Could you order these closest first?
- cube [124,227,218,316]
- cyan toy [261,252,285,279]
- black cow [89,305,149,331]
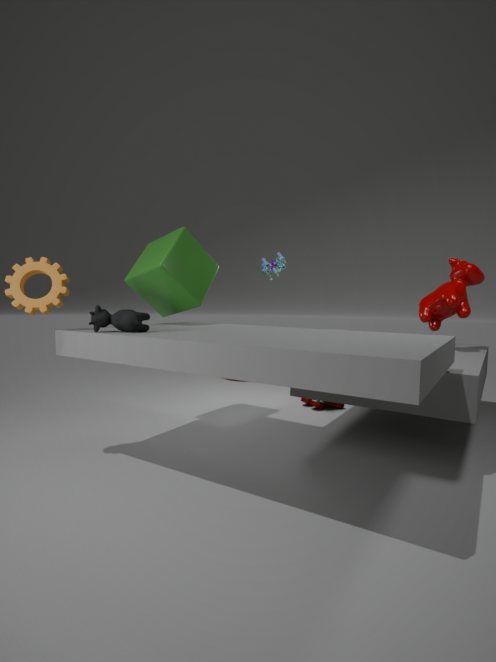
black cow [89,305,149,331] < cube [124,227,218,316] < cyan toy [261,252,285,279]
